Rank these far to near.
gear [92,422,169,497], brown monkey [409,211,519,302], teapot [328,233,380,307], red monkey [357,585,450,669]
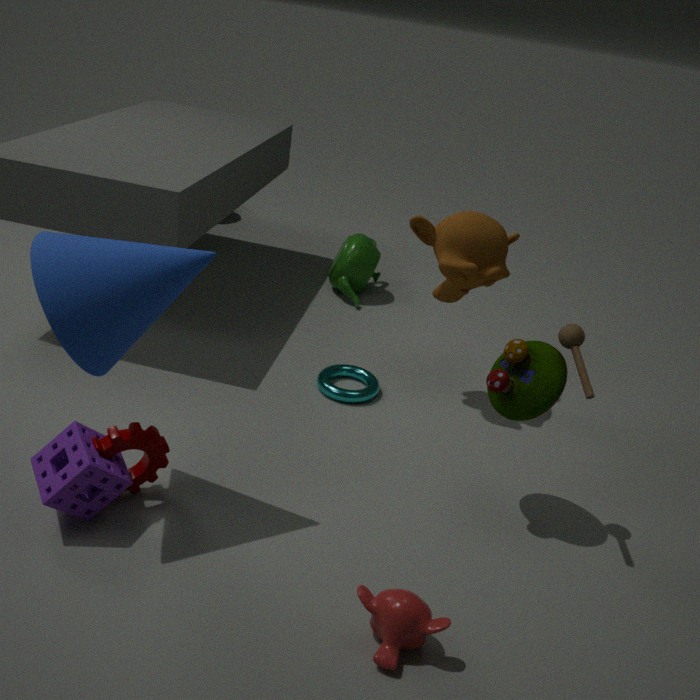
1. teapot [328,233,380,307]
2. brown monkey [409,211,519,302]
3. gear [92,422,169,497]
4. red monkey [357,585,450,669]
